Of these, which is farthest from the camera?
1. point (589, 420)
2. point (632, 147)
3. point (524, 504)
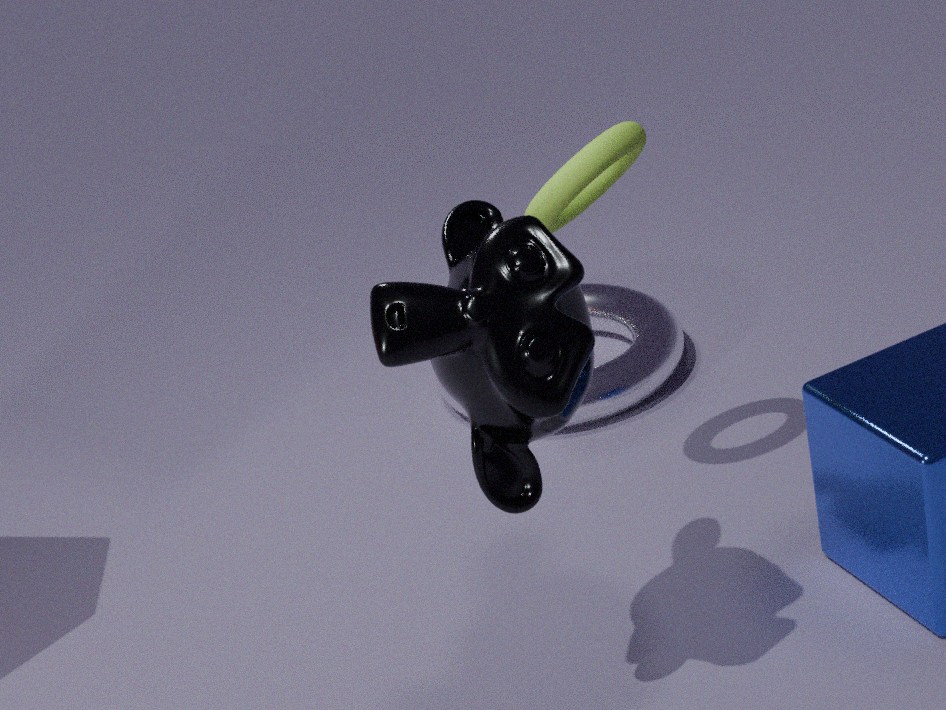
point (589, 420)
